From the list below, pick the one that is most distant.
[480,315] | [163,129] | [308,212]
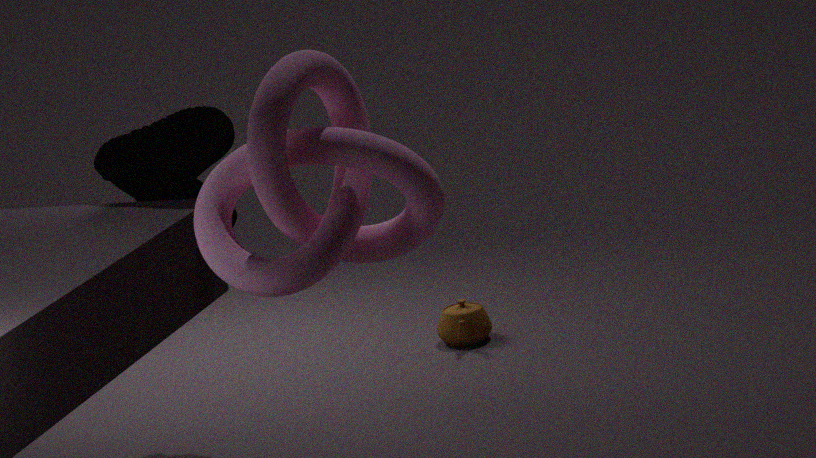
[480,315]
